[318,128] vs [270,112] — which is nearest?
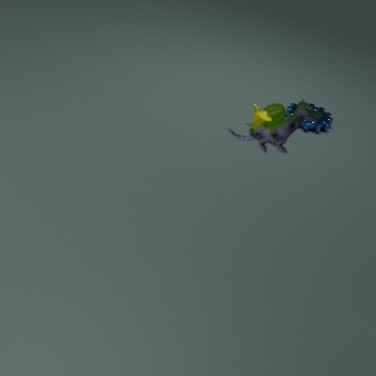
[270,112]
